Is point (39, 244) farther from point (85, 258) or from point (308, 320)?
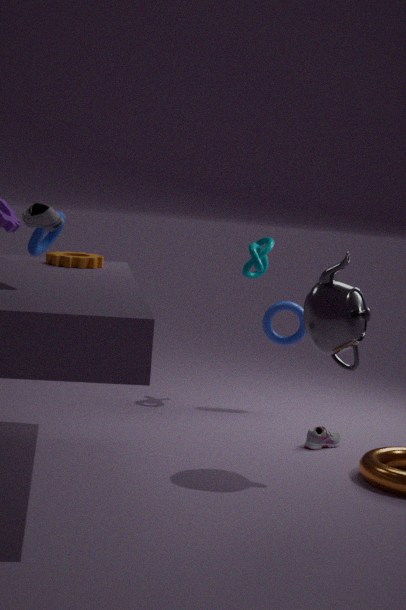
point (308, 320)
